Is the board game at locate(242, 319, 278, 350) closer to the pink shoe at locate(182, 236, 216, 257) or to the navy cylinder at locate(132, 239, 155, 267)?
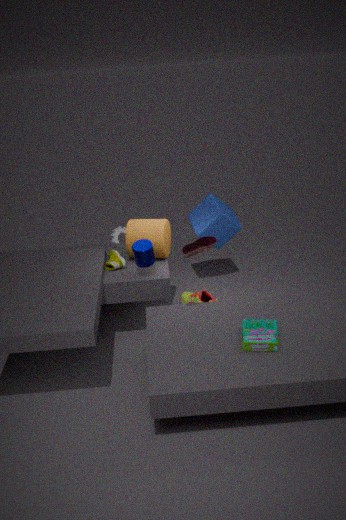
the pink shoe at locate(182, 236, 216, 257)
